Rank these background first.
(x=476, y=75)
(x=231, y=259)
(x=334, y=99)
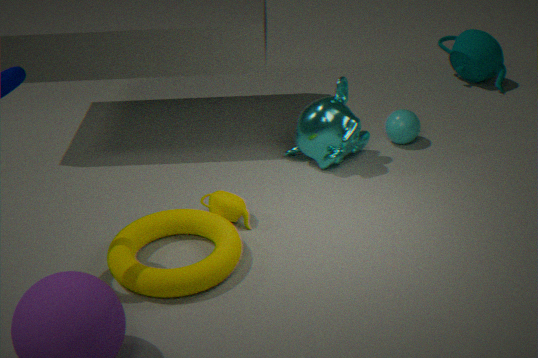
(x=476, y=75) < (x=334, y=99) < (x=231, y=259)
